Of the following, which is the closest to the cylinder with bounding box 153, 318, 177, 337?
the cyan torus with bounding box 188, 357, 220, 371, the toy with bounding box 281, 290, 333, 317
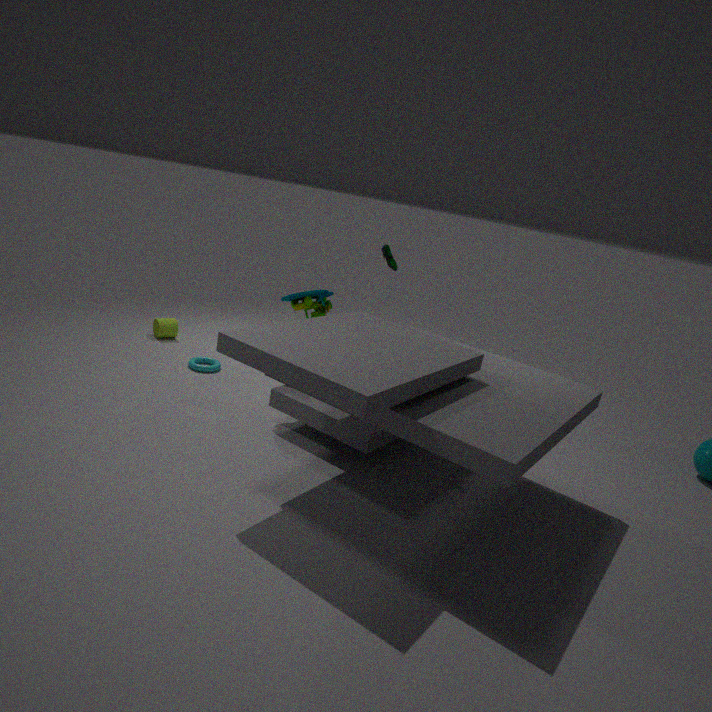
the cyan torus with bounding box 188, 357, 220, 371
